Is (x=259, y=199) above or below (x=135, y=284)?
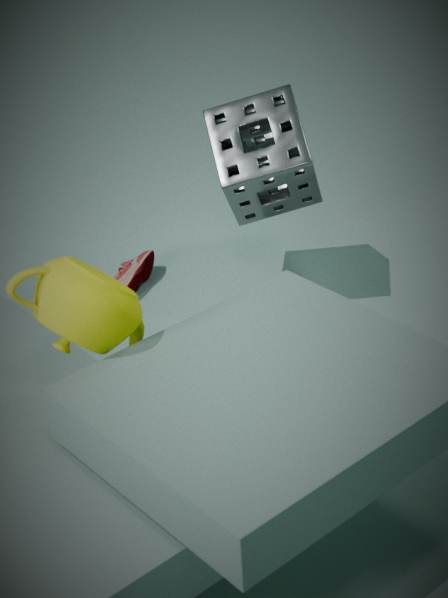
above
